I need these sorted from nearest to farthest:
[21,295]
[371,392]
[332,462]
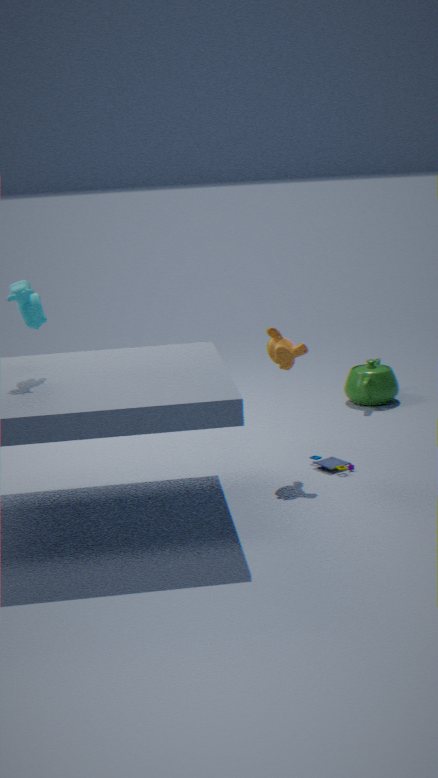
[21,295] < [332,462] < [371,392]
